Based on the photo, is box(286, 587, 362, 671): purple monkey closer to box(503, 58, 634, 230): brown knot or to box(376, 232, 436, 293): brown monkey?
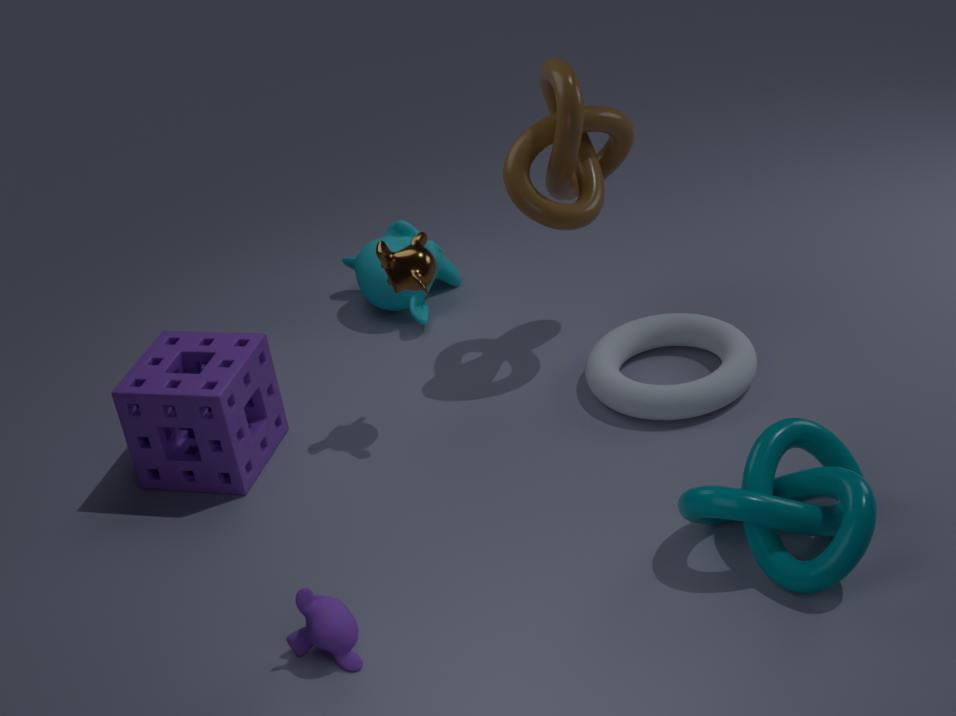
box(376, 232, 436, 293): brown monkey
